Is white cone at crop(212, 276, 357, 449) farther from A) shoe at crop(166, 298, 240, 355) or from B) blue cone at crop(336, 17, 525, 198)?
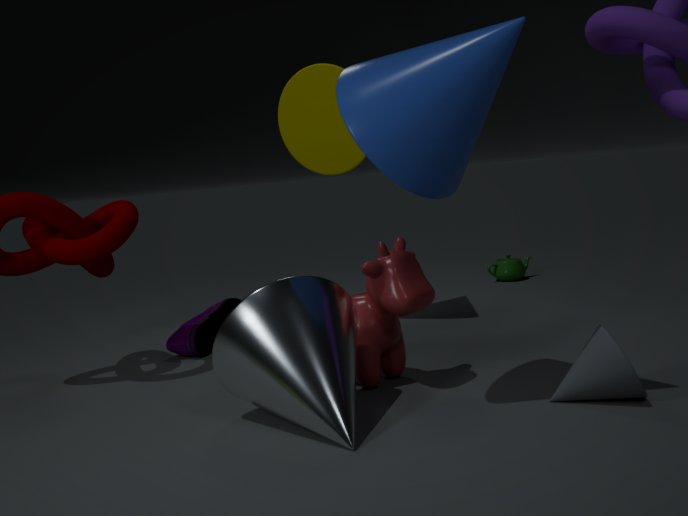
A) shoe at crop(166, 298, 240, 355)
